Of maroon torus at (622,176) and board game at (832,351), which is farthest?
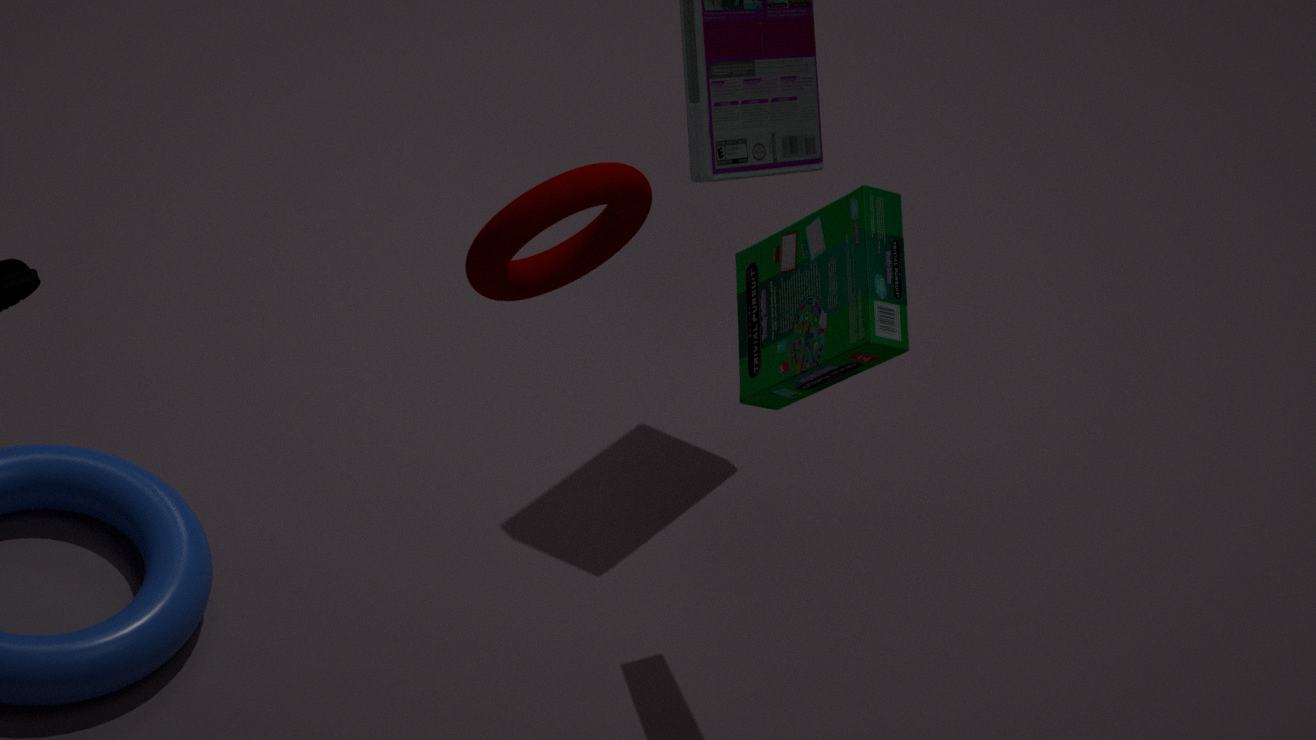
board game at (832,351)
